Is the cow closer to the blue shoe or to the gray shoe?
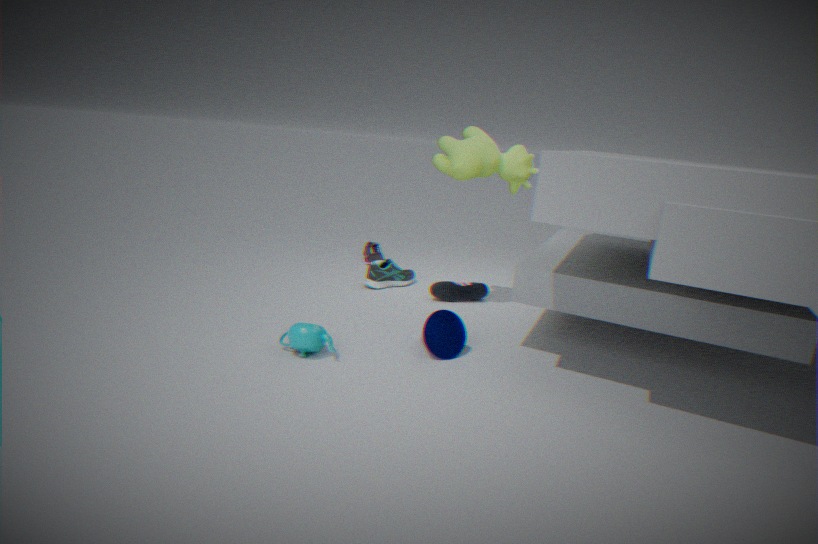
the blue shoe
